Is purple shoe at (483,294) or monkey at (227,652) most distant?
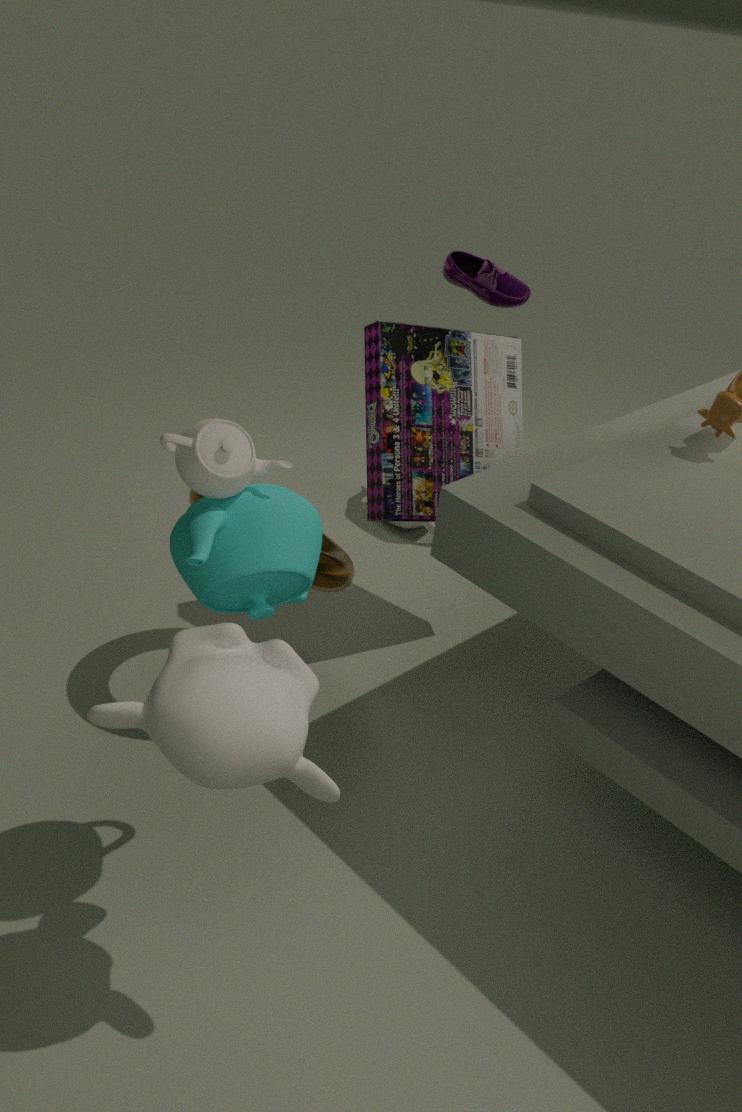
purple shoe at (483,294)
